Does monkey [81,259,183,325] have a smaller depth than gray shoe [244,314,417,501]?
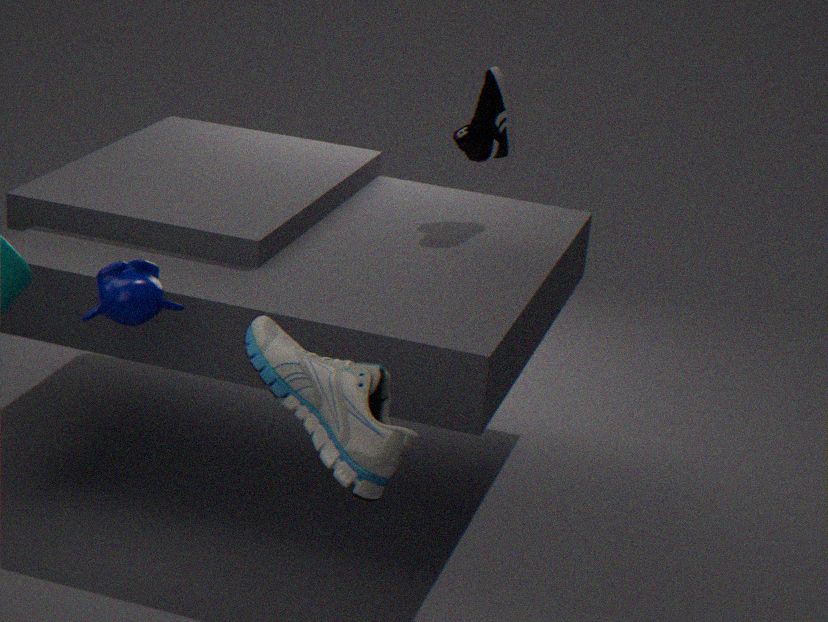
No
